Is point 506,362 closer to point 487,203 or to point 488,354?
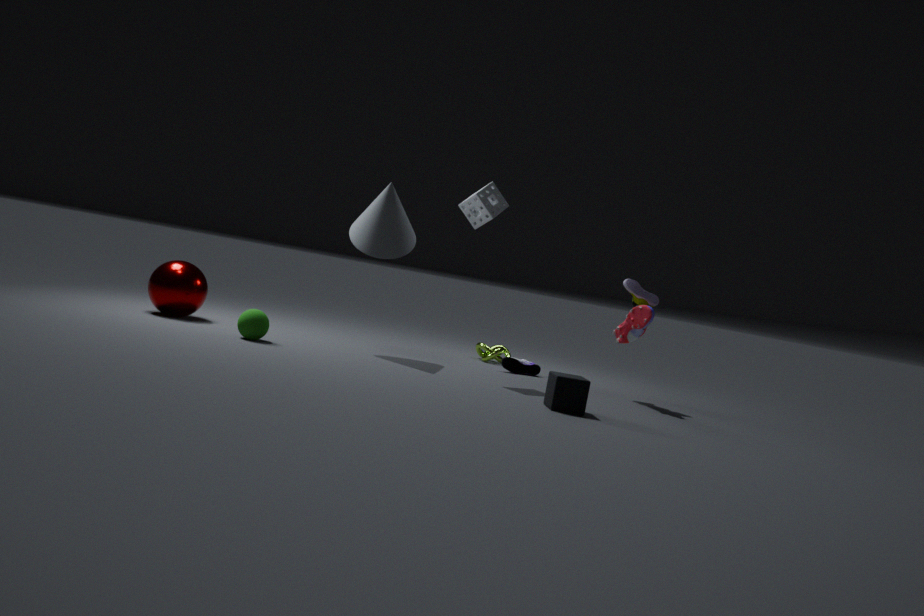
point 488,354
